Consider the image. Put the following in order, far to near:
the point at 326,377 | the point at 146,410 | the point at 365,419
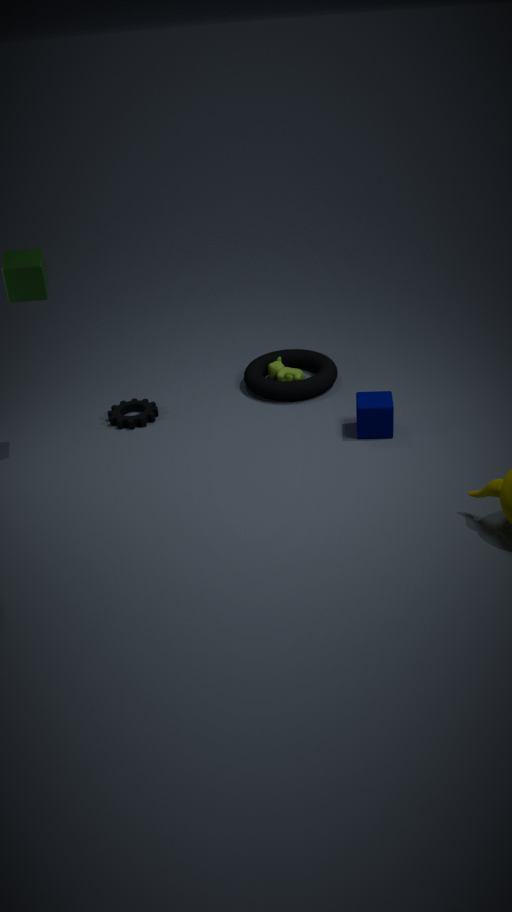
the point at 326,377, the point at 146,410, the point at 365,419
